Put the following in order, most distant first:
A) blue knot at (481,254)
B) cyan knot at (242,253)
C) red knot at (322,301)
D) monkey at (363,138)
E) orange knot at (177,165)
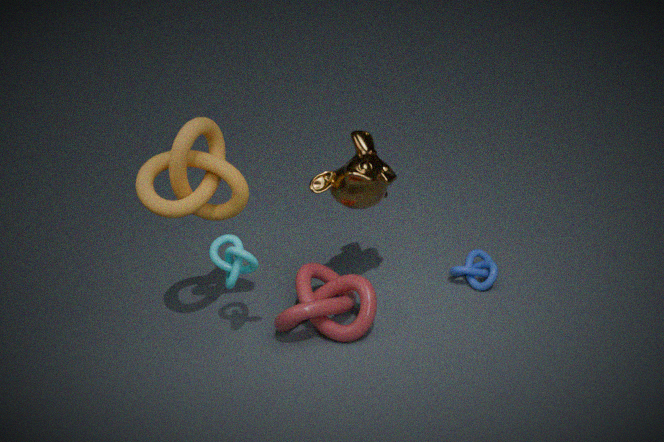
blue knot at (481,254) < monkey at (363,138) < red knot at (322,301) < cyan knot at (242,253) < orange knot at (177,165)
